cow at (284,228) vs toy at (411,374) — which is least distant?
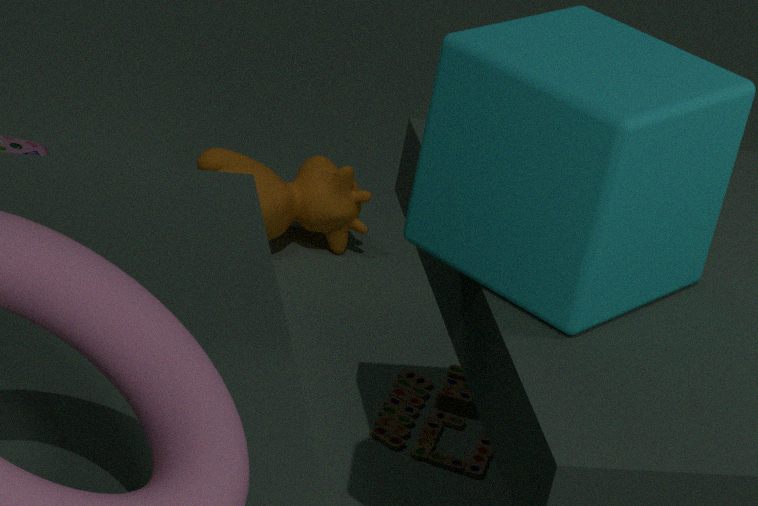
toy at (411,374)
